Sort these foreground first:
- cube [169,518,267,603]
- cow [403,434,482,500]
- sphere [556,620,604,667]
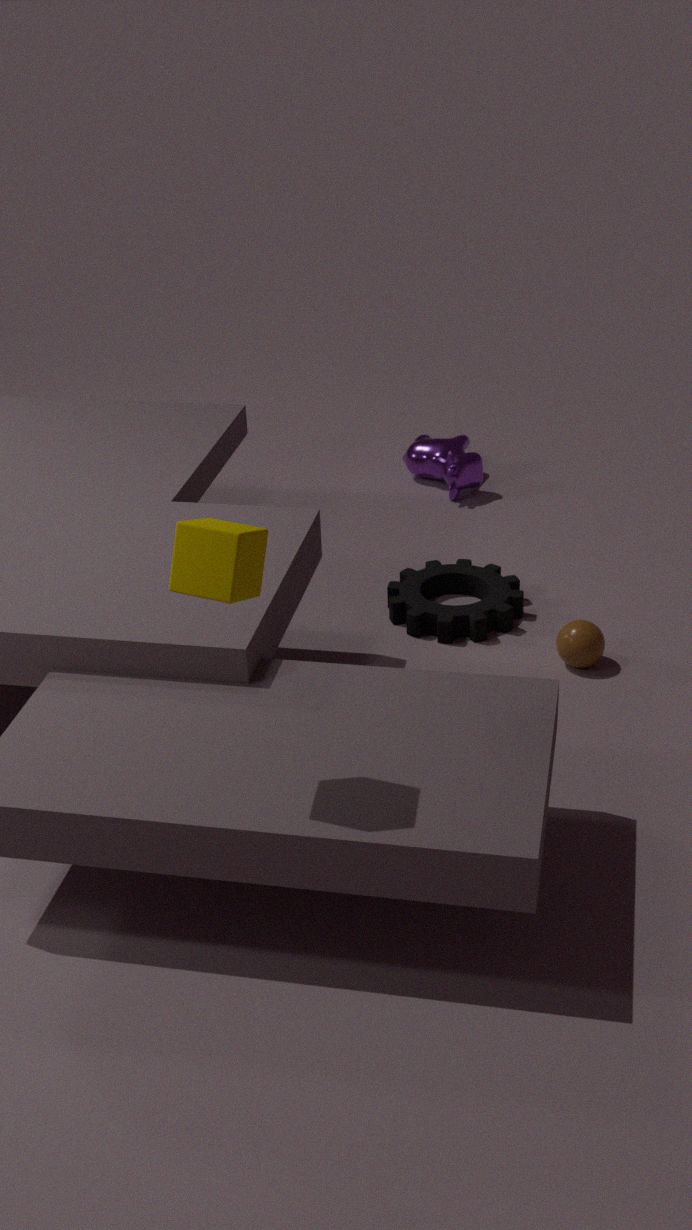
1. cube [169,518,267,603]
2. sphere [556,620,604,667]
3. cow [403,434,482,500]
